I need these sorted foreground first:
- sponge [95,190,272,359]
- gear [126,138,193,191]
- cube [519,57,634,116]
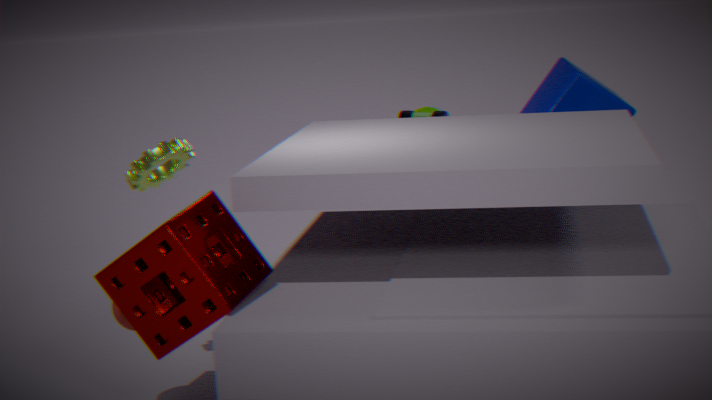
sponge [95,190,272,359] < gear [126,138,193,191] < cube [519,57,634,116]
